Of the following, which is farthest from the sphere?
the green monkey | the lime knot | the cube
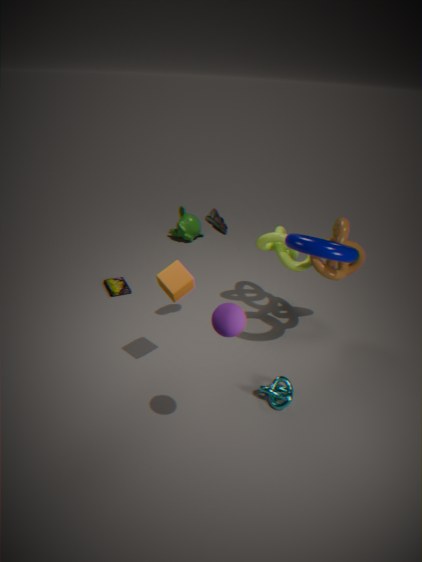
the green monkey
